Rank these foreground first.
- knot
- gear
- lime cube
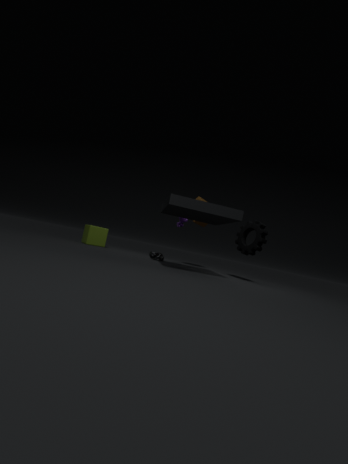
1. gear
2. knot
3. lime cube
